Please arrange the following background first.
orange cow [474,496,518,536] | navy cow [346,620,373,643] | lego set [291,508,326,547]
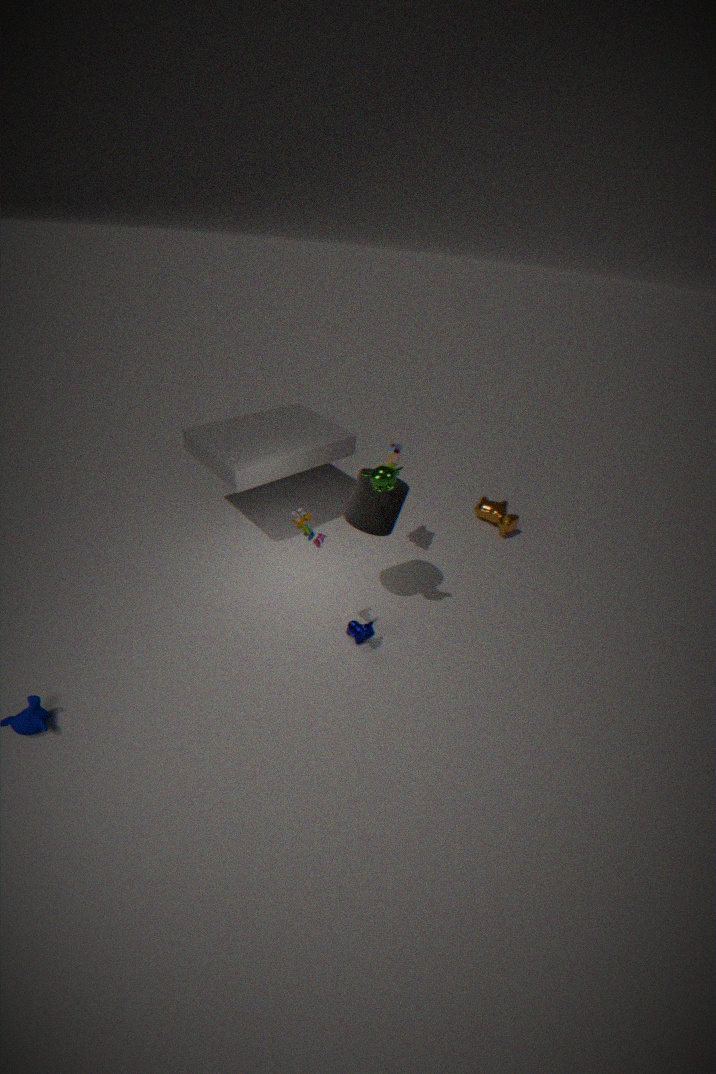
orange cow [474,496,518,536], navy cow [346,620,373,643], lego set [291,508,326,547]
